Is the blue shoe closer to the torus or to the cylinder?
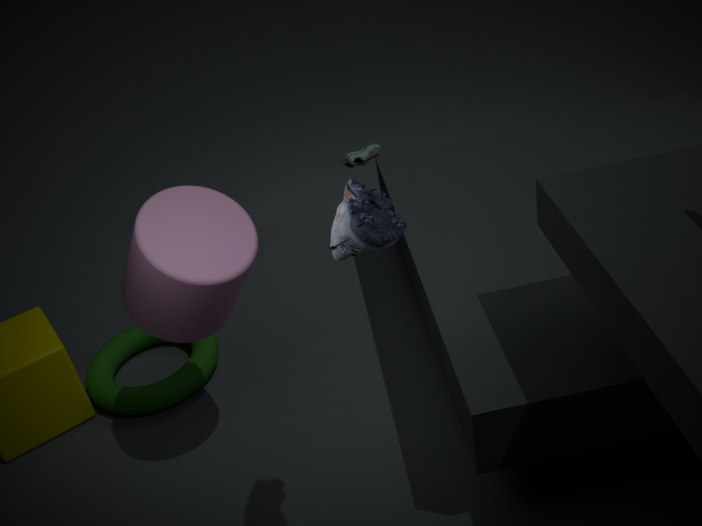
the cylinder
